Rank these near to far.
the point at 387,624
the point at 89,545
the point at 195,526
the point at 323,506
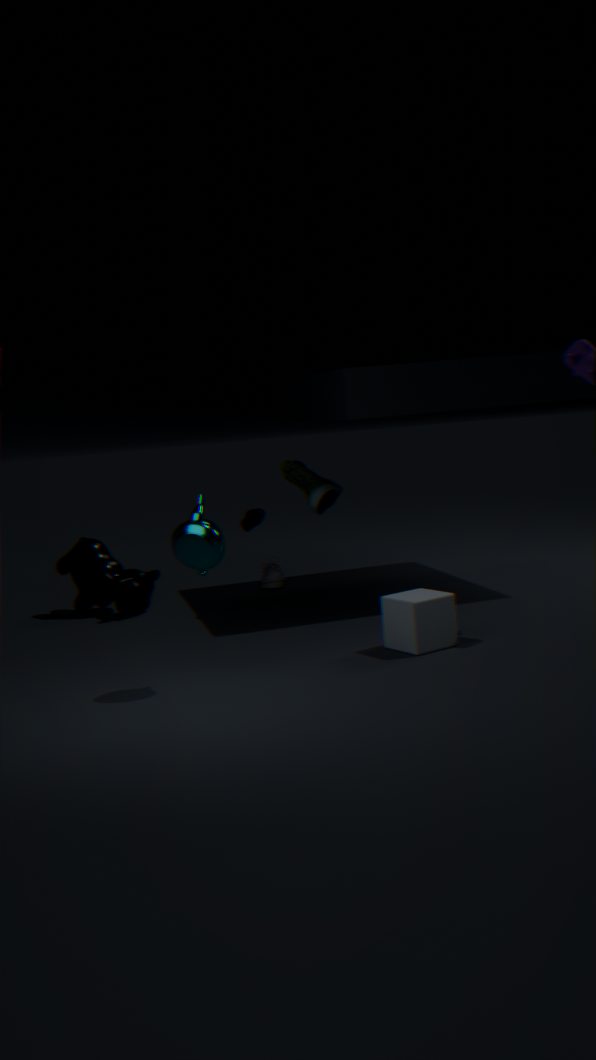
the point at 195,526, the point at 387,624, the point at 323,506, the point at 89,545
